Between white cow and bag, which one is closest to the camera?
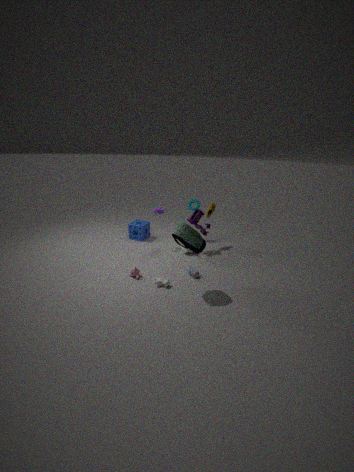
bag
